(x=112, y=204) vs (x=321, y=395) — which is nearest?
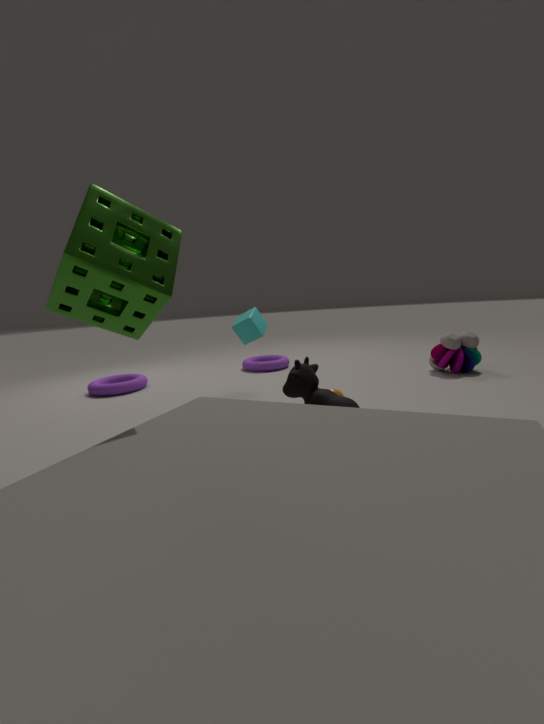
(x=112, y=204)
